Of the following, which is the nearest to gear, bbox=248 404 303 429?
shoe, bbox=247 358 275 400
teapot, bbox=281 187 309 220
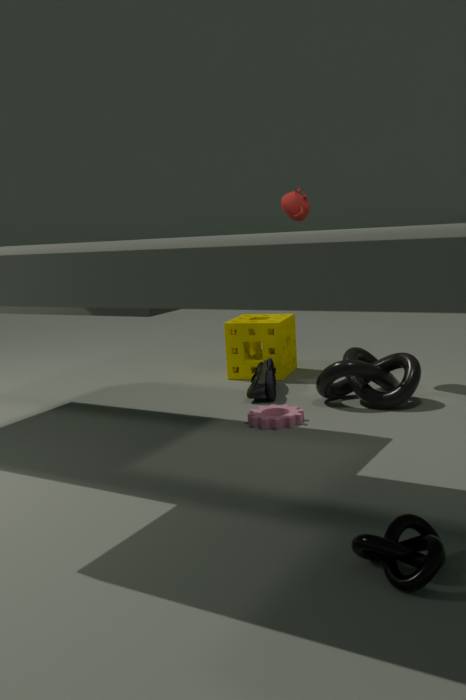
shoe, bbox=247 358 275 400
